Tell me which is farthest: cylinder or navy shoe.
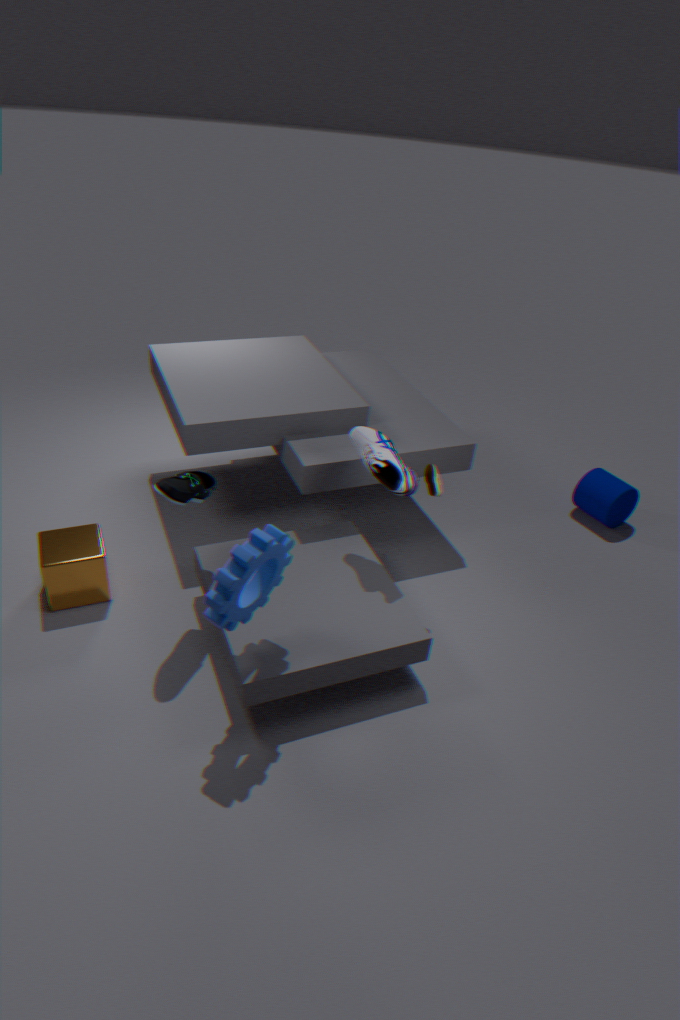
cylinder
